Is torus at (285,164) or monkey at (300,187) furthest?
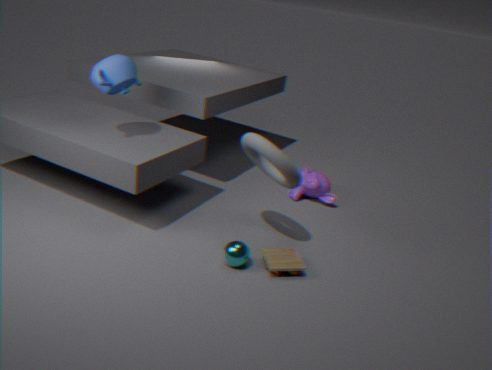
monkey at (300,187)
